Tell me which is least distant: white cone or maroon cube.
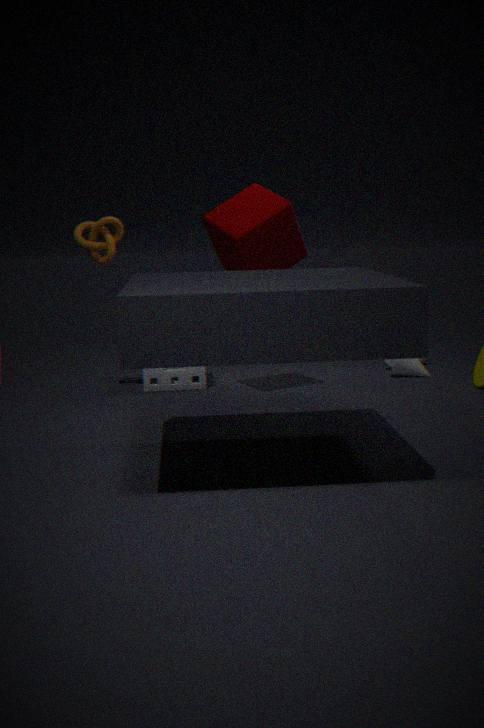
maroon cube
